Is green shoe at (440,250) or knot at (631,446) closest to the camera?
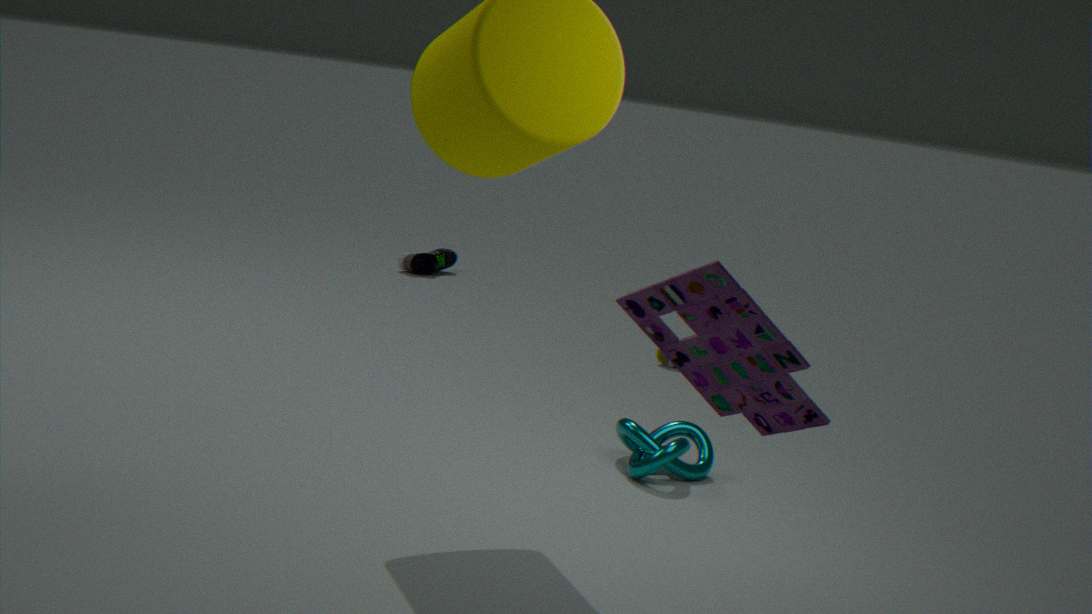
knot at (631,446)
